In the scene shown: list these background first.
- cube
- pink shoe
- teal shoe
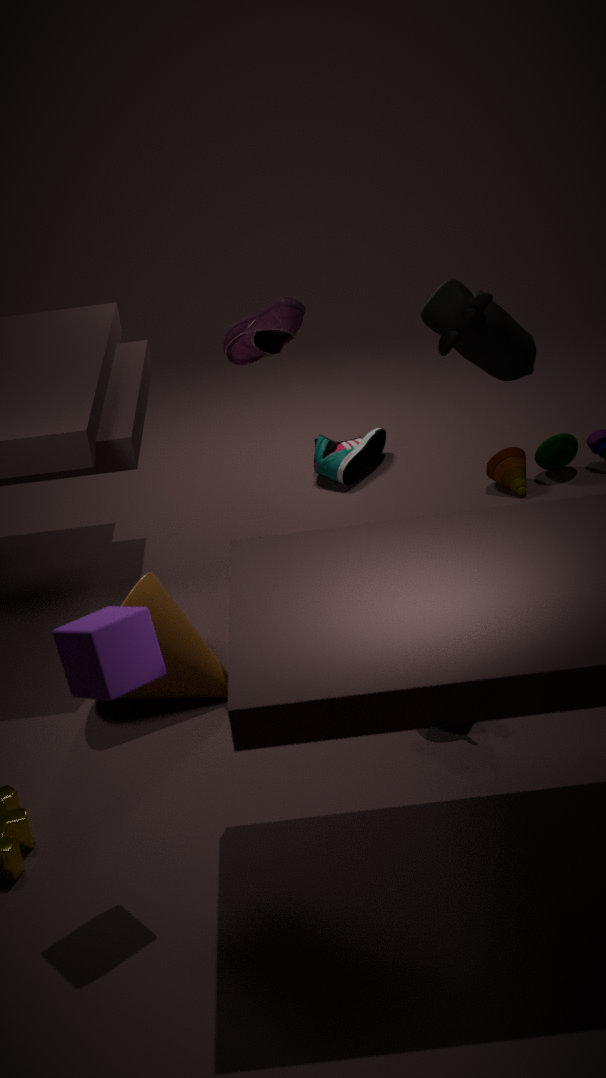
teal shoe
pink shoe
cube
